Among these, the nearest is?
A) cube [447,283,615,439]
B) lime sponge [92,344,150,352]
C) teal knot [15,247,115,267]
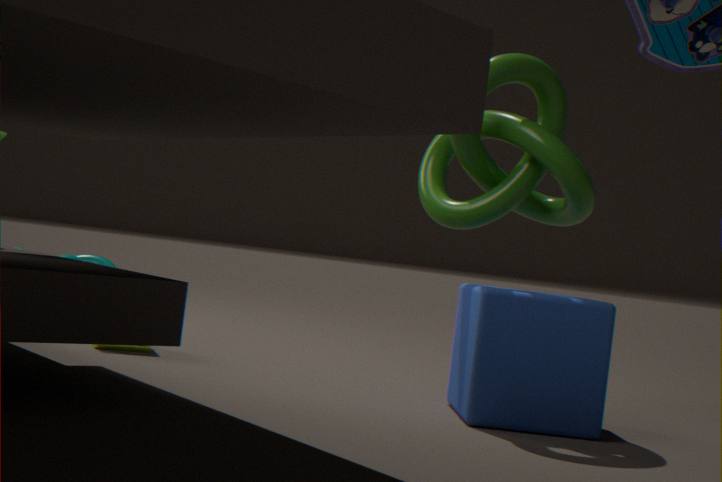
cube [447,283,615,439]
